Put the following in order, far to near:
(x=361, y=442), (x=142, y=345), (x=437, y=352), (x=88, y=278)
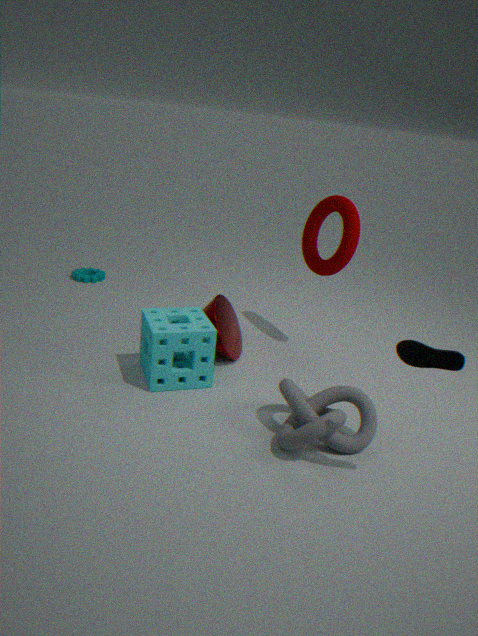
(x=88, y=278), (x=142, y=345), (x=361, y=442), (x=437, y=352)
